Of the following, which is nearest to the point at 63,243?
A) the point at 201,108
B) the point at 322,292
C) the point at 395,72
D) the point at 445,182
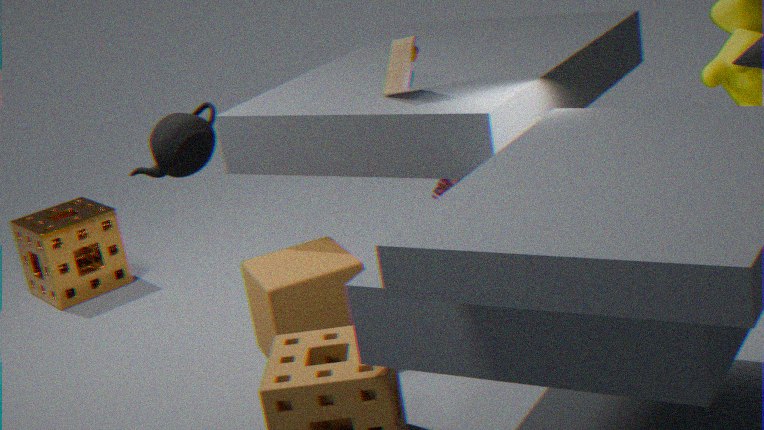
the point at 322,292
